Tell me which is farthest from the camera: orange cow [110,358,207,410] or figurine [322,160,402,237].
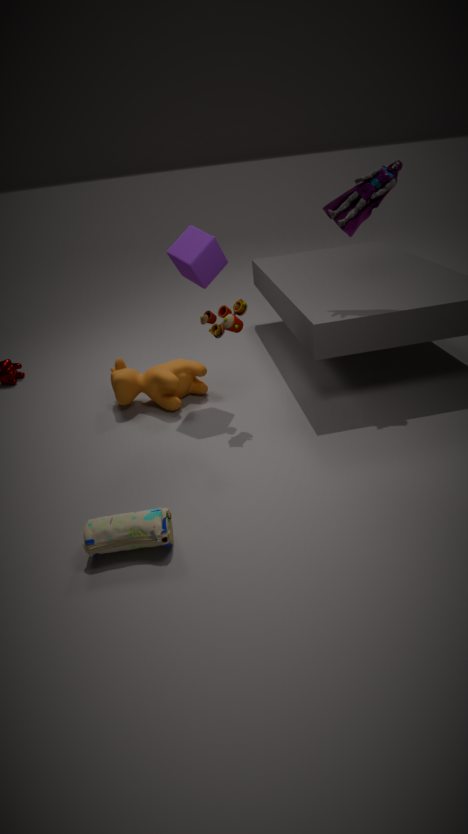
orange cow [110,358,207,410]
